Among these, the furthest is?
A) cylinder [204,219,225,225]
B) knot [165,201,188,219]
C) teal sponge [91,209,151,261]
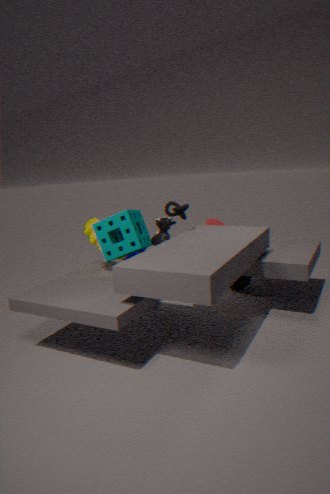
cylinder [204,219,225,225]
